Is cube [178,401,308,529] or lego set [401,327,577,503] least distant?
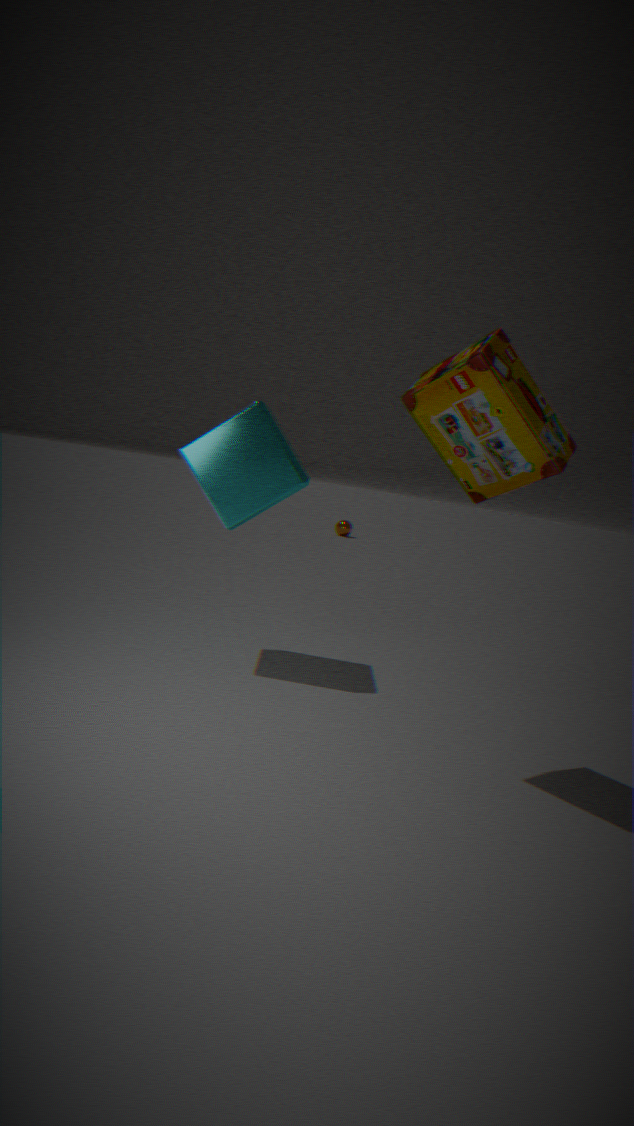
lego set [401,327,577,503]
